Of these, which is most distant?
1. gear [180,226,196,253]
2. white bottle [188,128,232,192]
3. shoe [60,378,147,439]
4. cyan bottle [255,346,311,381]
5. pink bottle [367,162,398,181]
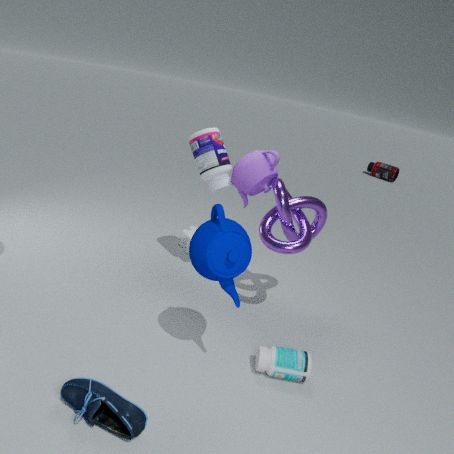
pink bottle [367,162,398,181]
